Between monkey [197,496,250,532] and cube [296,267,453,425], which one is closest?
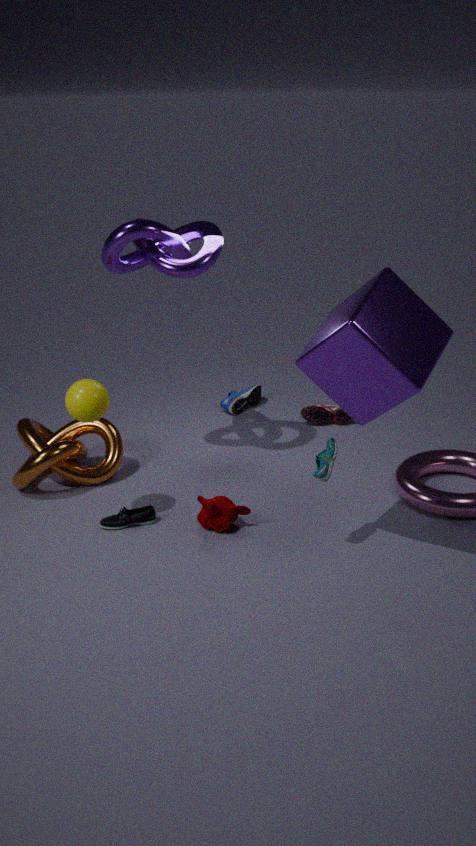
cube [296,267,453,425]
